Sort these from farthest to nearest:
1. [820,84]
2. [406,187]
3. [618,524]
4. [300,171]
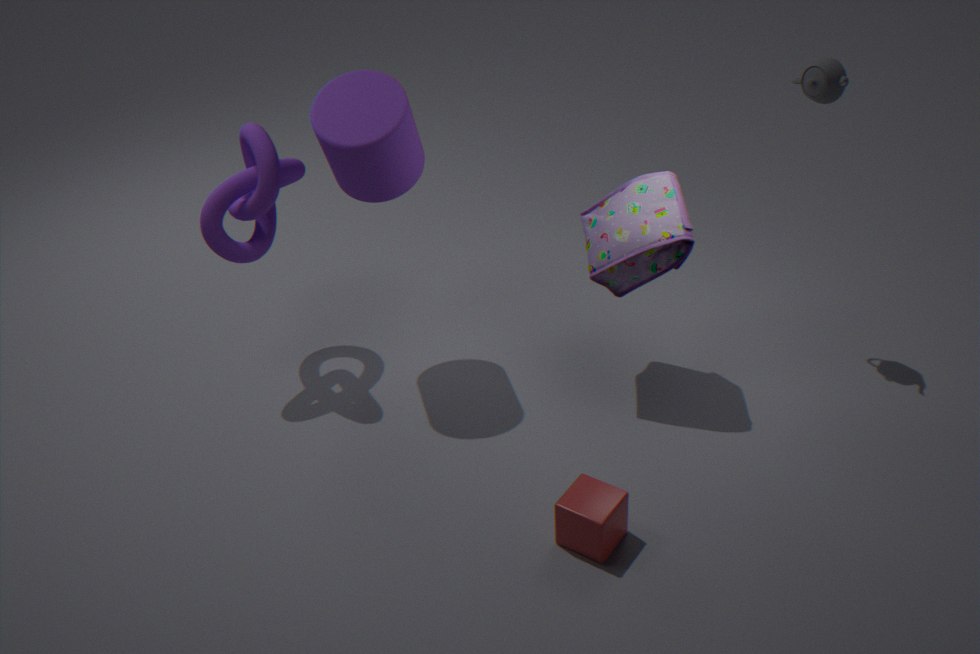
[300,171]
[406,187]
[820,84]
[618,524]
